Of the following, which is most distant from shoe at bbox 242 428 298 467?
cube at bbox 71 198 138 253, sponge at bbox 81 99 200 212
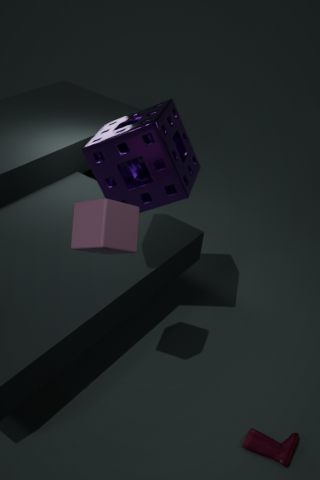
sponge at bbox 81 99 200 212
